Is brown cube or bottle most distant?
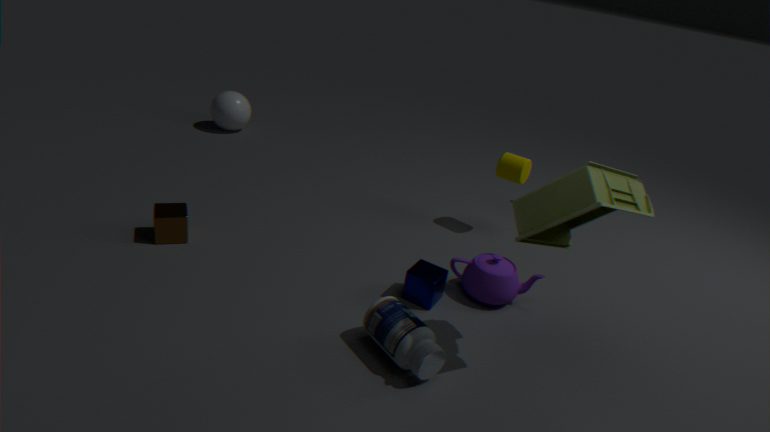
brown cube
